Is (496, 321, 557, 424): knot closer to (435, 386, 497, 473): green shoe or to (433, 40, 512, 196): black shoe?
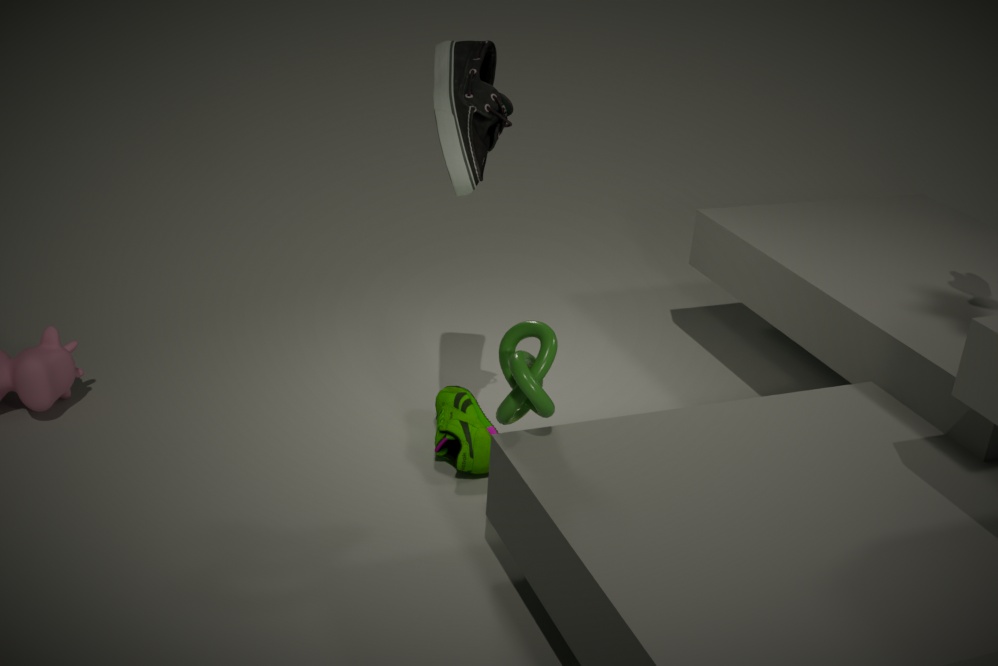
(435, 386, 497, 473): green shoe
